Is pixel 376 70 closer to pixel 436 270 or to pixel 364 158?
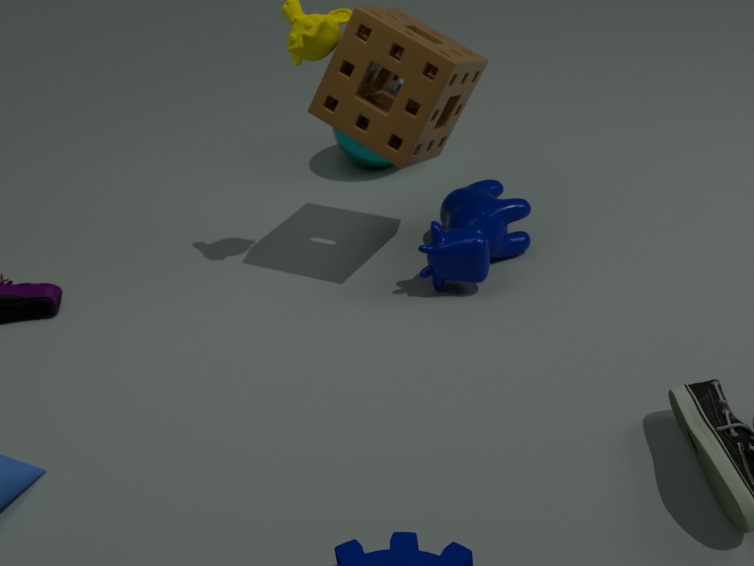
pixel 436 270
